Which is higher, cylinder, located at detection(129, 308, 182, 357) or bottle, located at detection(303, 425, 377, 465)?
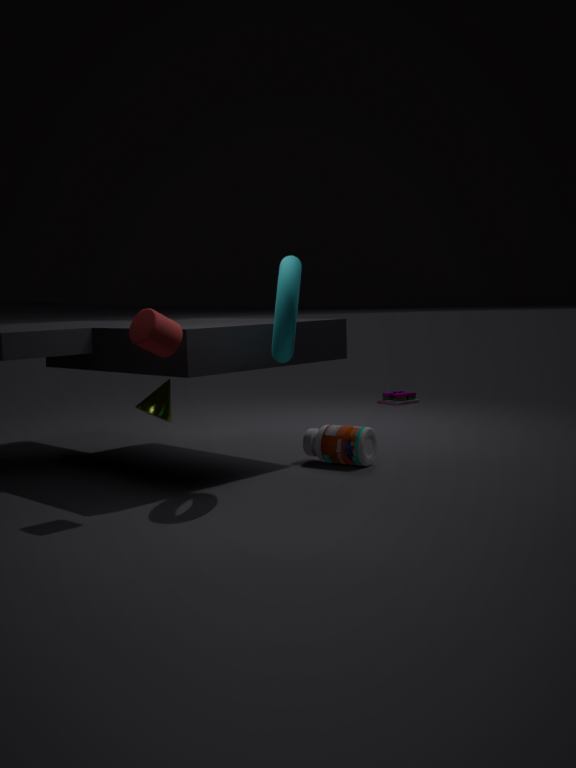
cylinder, located at detection(129, 308, 182, 357)
